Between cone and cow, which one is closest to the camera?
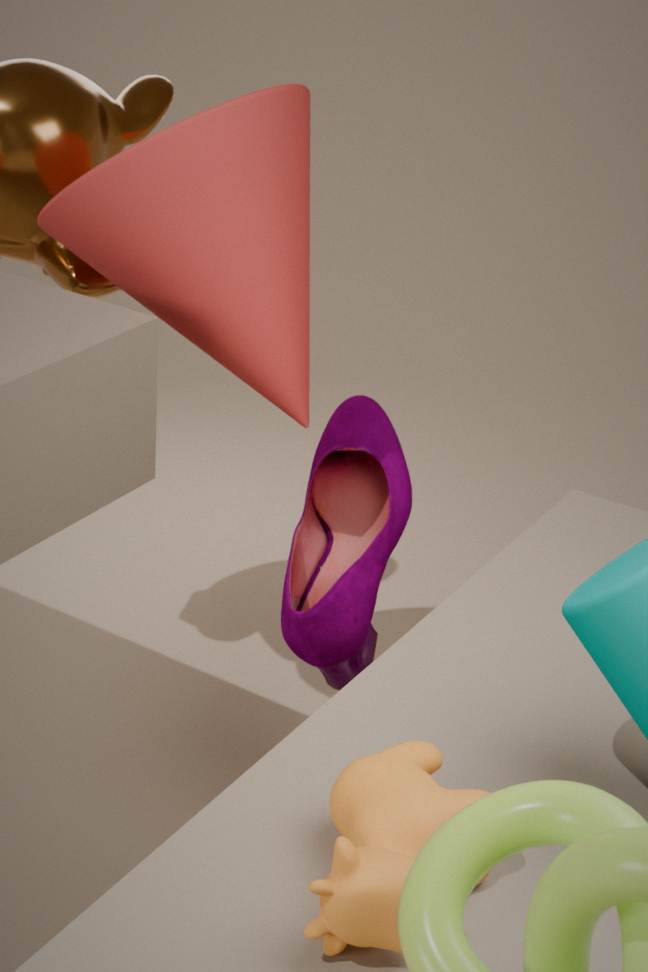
cow
